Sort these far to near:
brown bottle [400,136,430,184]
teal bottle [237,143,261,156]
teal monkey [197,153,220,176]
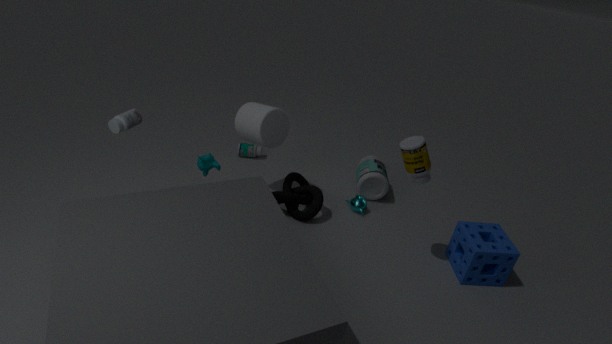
teal bottle [237,143,261,156], teal monkey [197,153,220,176], brown bottle [400,136,430,184]
